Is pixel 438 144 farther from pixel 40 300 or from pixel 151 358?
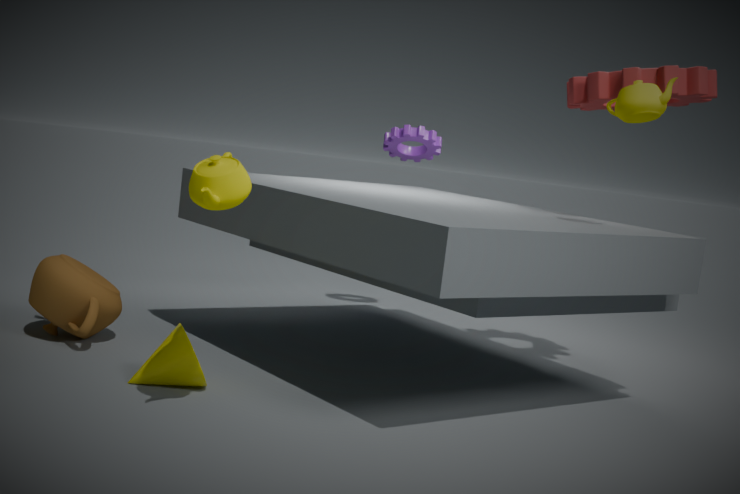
pixel 151 358
